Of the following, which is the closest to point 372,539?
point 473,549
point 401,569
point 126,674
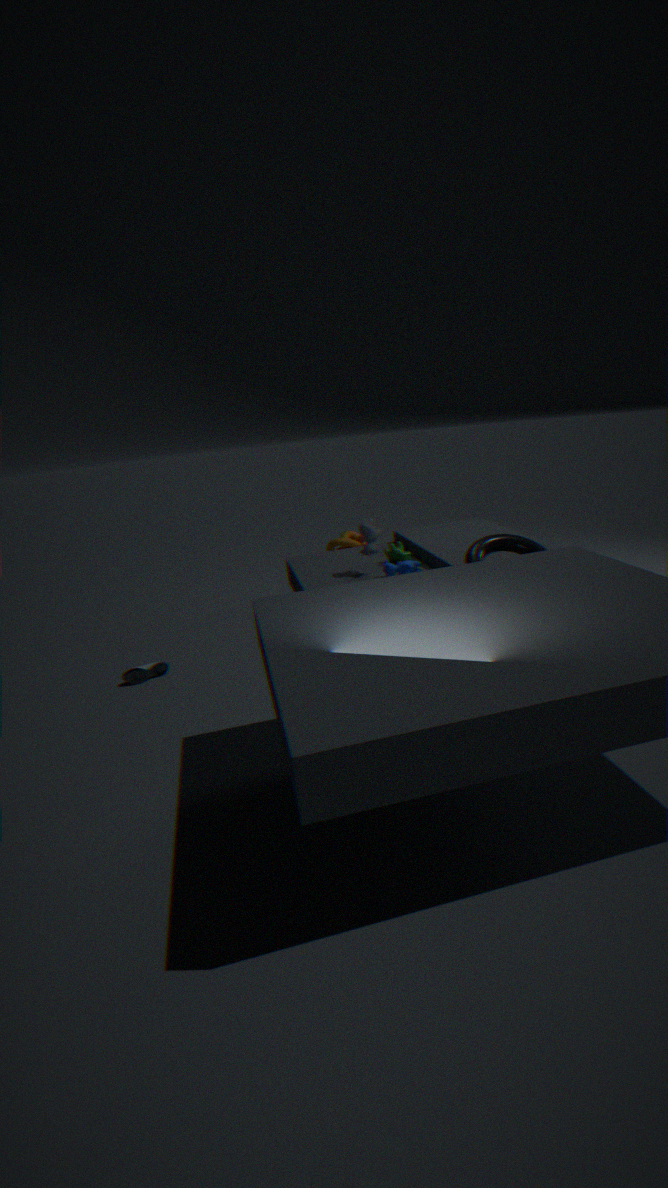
point 401,569
